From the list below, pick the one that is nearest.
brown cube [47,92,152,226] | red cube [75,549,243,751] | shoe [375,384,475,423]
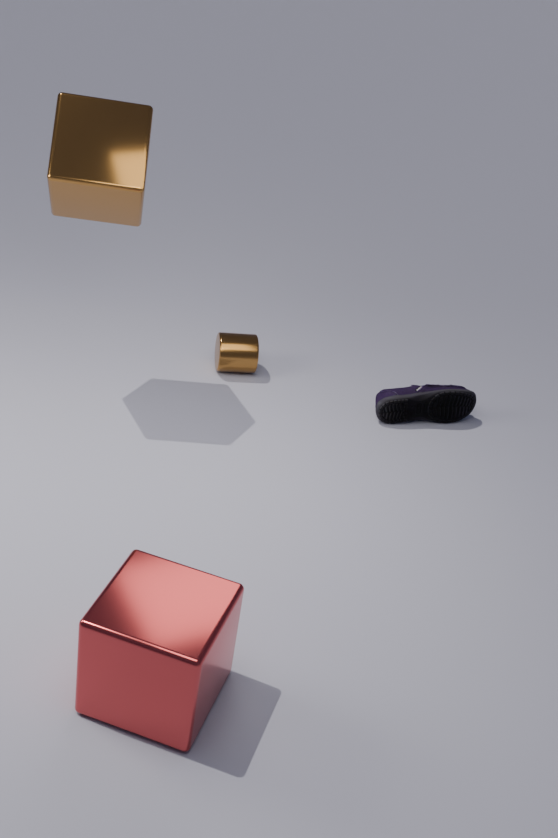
red cube [75,549,243,751]
